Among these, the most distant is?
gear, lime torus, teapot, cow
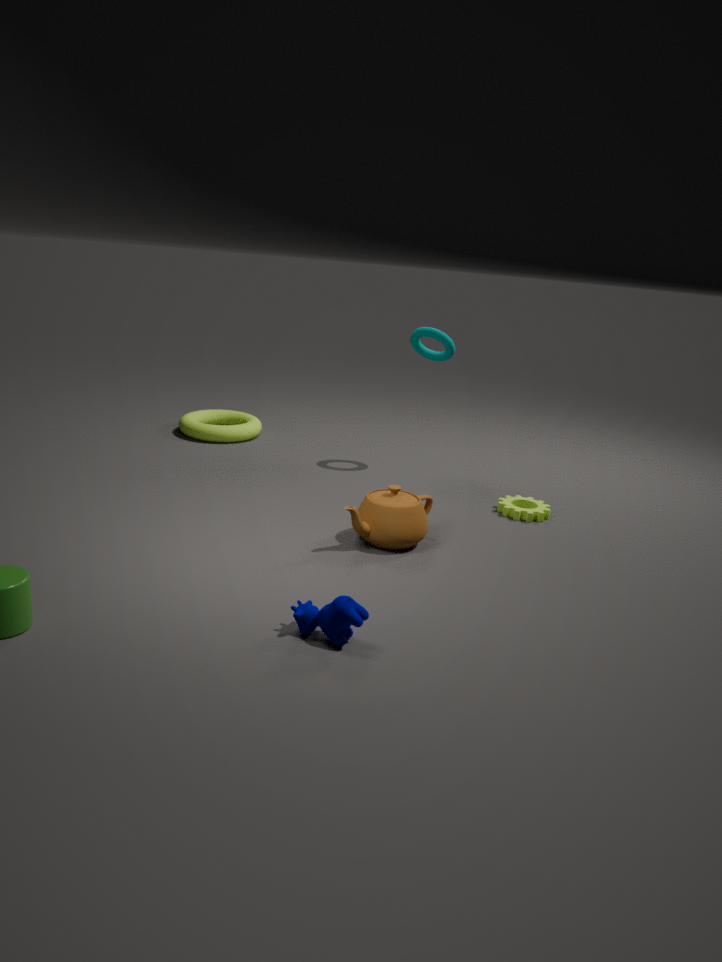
lime torus
